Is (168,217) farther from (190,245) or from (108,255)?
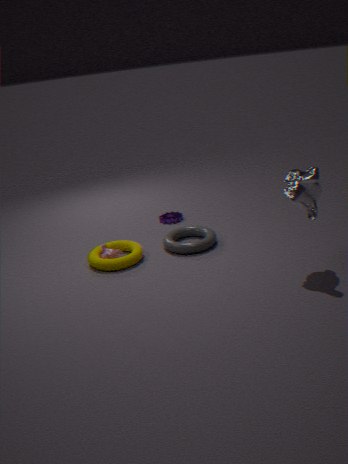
(108,255)
